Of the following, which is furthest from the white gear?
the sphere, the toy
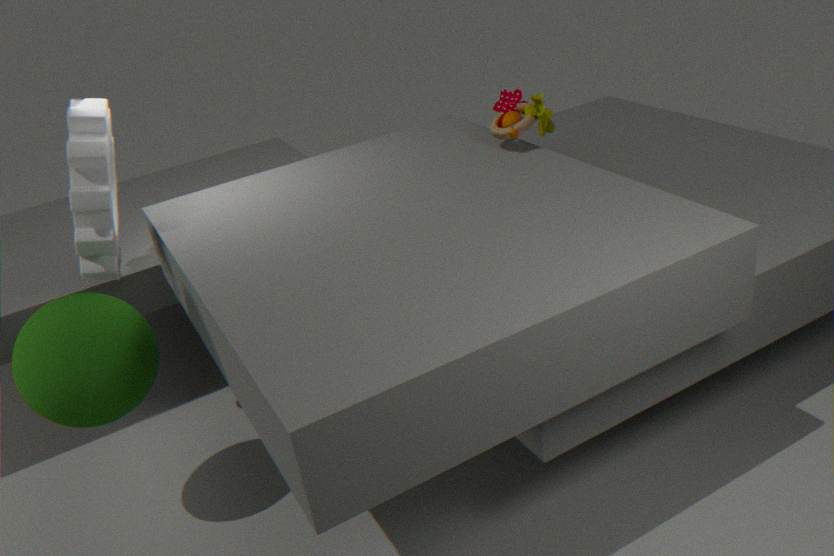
the toy
